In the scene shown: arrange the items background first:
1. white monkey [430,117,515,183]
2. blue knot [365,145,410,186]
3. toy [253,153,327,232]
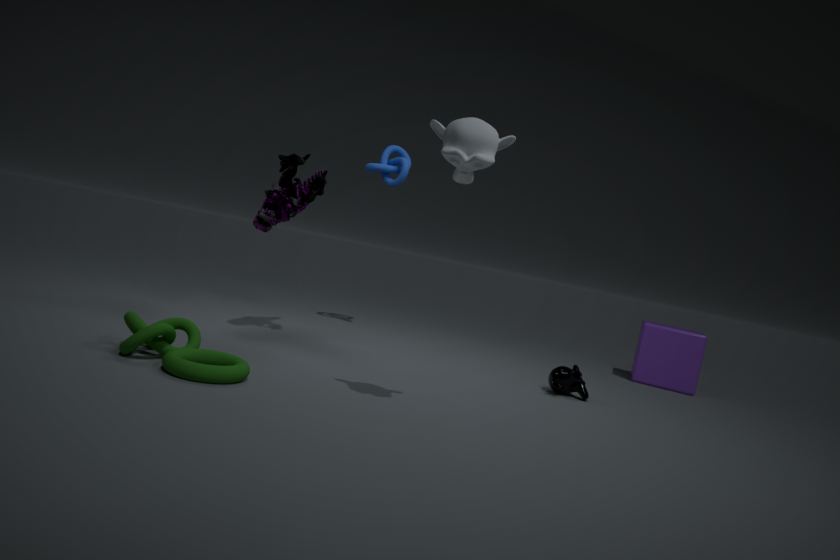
blue knot [365,145,410,186]
toy [253,153,327,232]
white monkey [430,117,515,183]
